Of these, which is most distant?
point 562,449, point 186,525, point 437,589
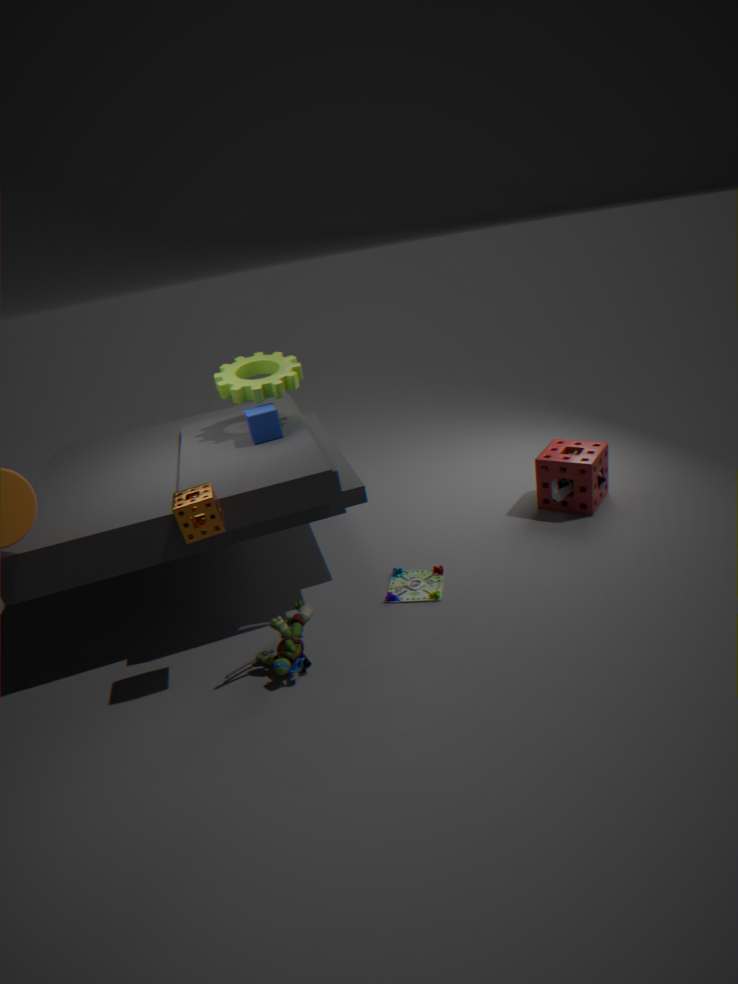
point 562,449
